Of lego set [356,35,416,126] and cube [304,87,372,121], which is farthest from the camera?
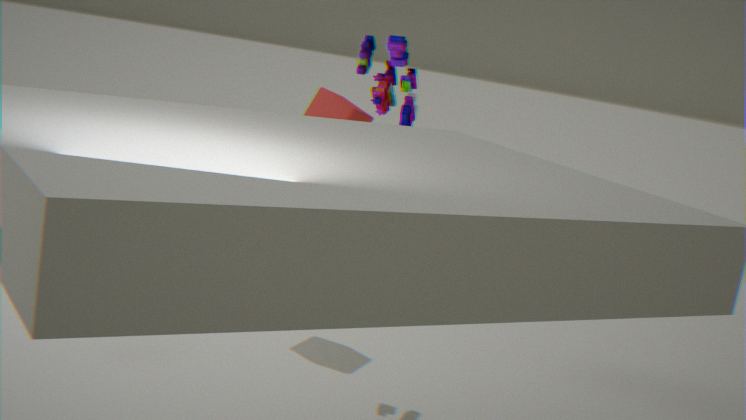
cube [304,87,372,121]
